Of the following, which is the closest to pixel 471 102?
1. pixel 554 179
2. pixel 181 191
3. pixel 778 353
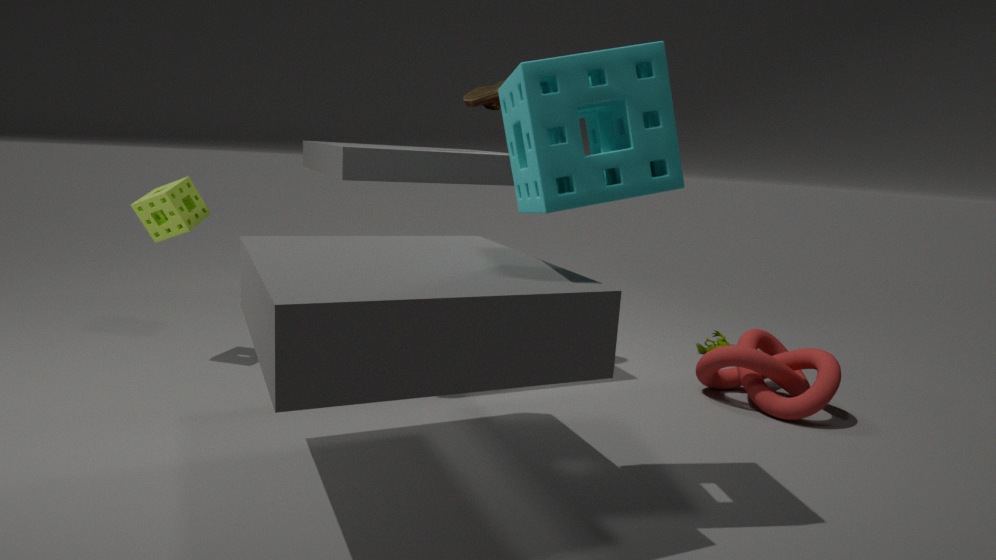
pixel 554 179
